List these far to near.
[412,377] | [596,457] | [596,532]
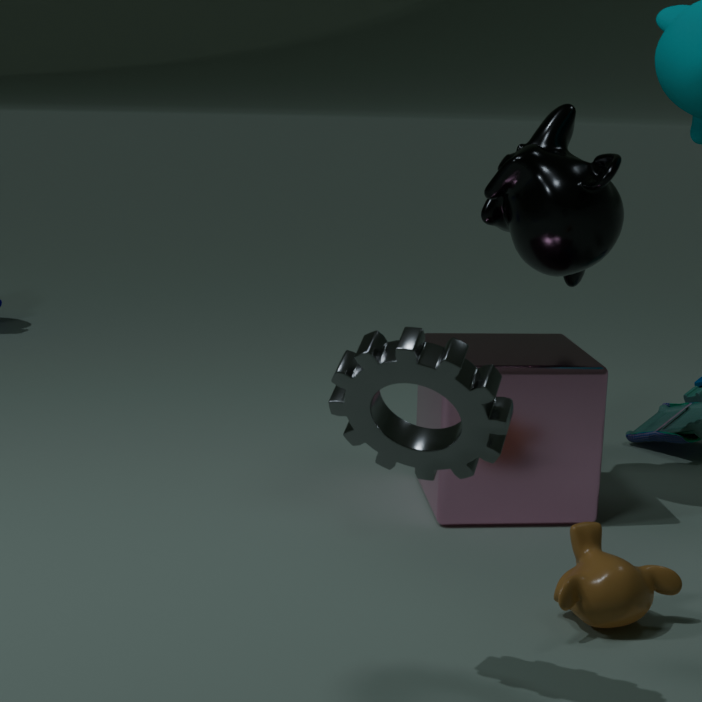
[596,457], [596,532], [412,377]
